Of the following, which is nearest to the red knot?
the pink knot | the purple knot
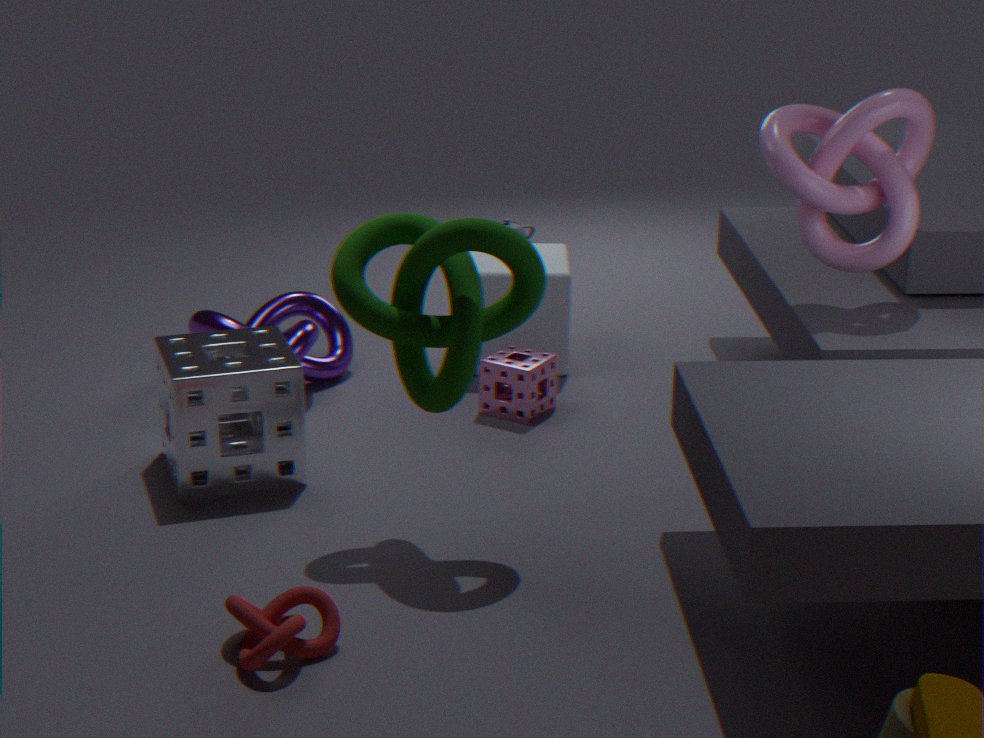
the purple knot
